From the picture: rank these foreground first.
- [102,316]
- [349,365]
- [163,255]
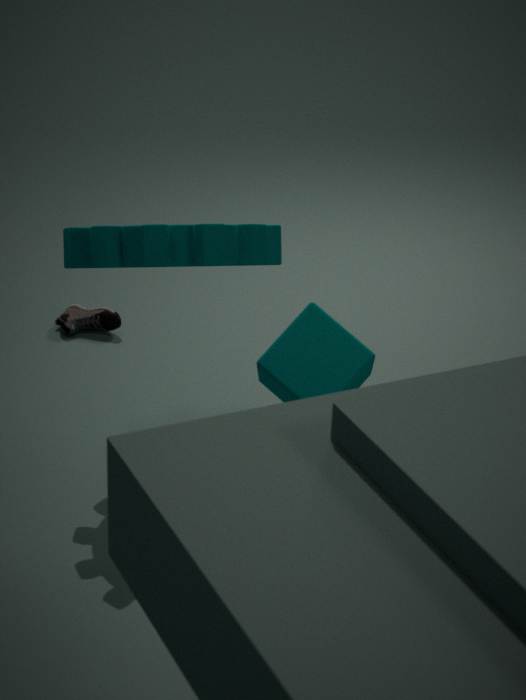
[349,365] < [163,255] < [102,316]
